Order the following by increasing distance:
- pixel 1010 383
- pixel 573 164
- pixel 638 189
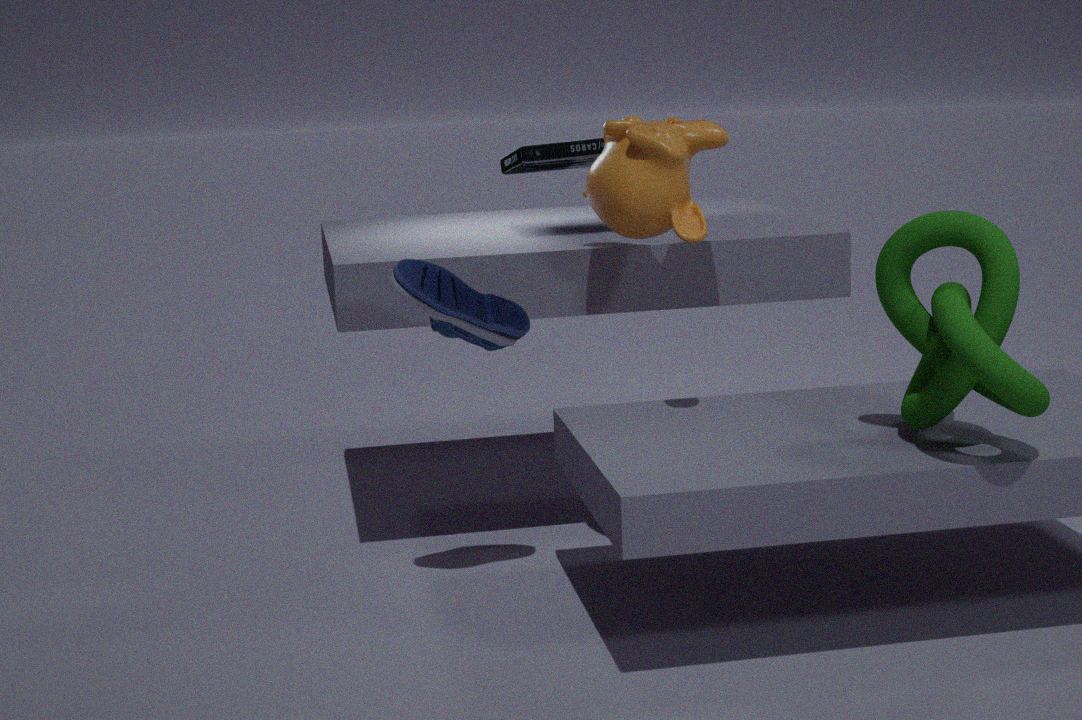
pixel 1010 383 < pixel 638 189 < pixel 573 164
